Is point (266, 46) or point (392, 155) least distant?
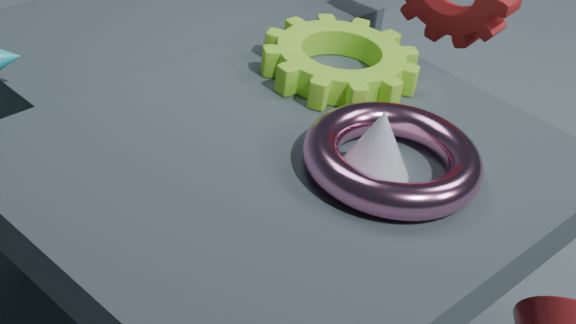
point (392, 155)
